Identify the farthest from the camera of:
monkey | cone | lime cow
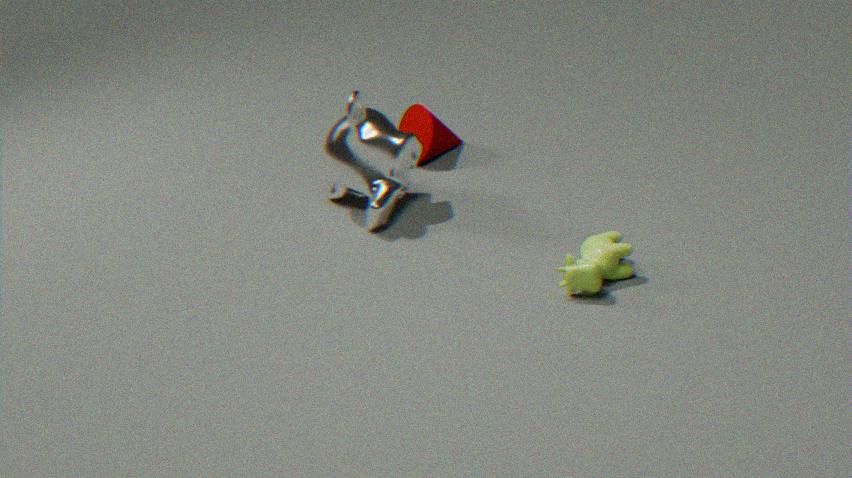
cone
